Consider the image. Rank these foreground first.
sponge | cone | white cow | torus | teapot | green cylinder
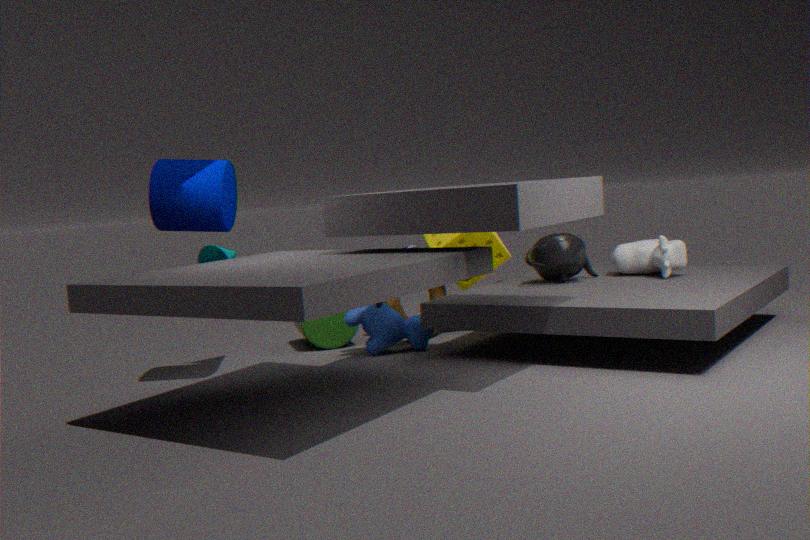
cone → white cow → teapot → torus → green cylinder → sponge
